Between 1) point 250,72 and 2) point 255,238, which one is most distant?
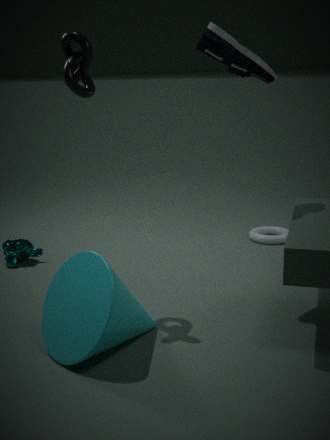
2. point 255,238
